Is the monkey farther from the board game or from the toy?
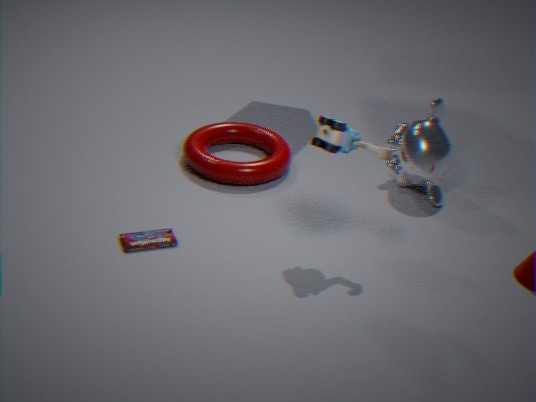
the board game
